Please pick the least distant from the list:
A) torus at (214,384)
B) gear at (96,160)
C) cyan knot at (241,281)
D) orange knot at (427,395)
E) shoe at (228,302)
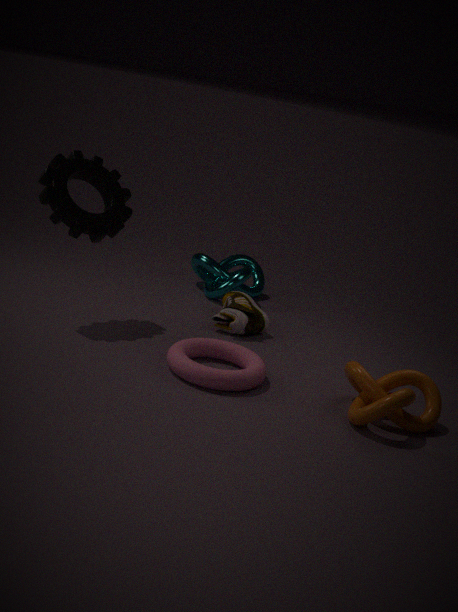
orange knot at (427,395)
